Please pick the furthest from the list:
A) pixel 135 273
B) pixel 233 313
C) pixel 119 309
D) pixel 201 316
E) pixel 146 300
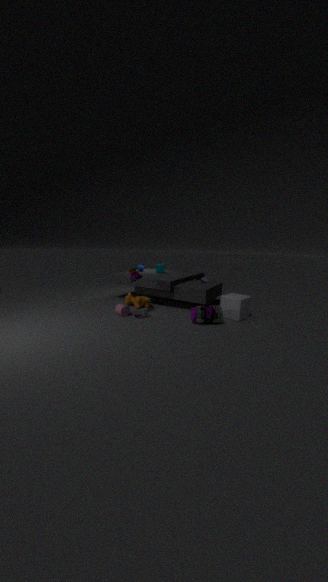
pixel 146 300
